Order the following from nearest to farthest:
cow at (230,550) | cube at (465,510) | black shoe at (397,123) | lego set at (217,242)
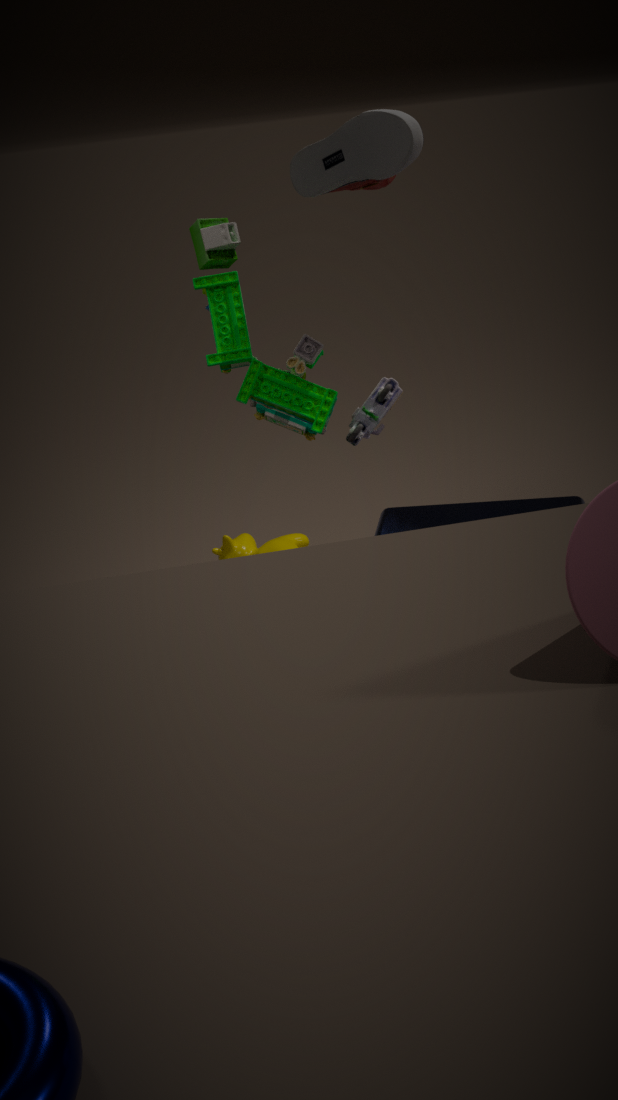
black shoe at (397,123) < cube at (465,510) < lego set at (217,242) < cow at (230,550)
